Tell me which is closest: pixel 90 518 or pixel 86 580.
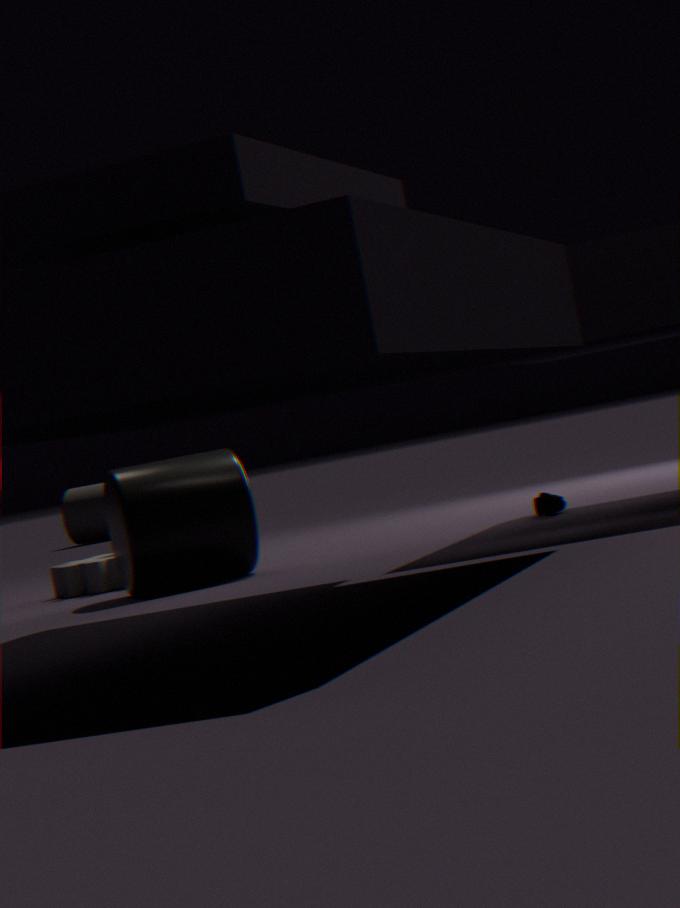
pixel 86 580
